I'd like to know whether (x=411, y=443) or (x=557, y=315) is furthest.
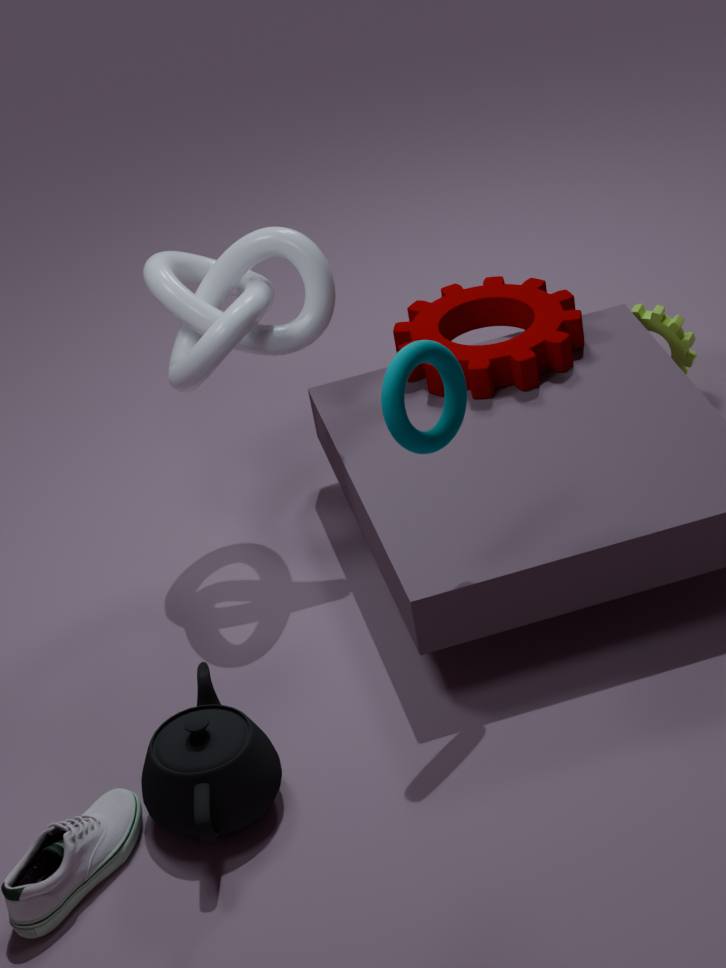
(x=557, y=315)
